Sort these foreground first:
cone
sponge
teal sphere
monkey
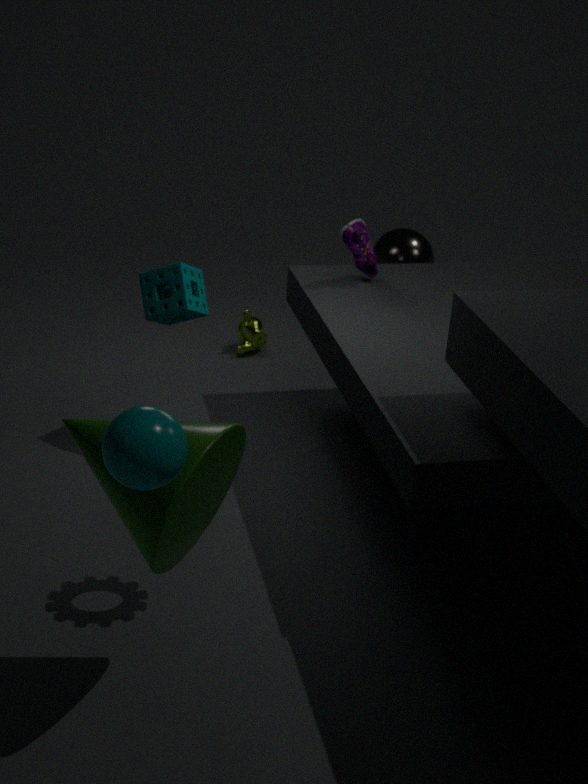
teal sphere → cone → sponge → monkey
